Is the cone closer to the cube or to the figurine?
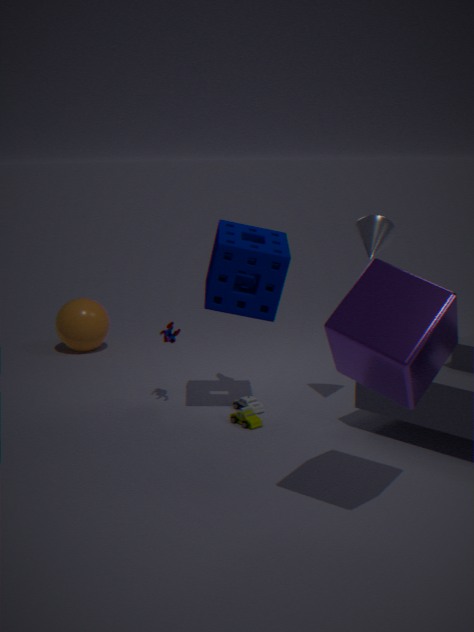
the cube
